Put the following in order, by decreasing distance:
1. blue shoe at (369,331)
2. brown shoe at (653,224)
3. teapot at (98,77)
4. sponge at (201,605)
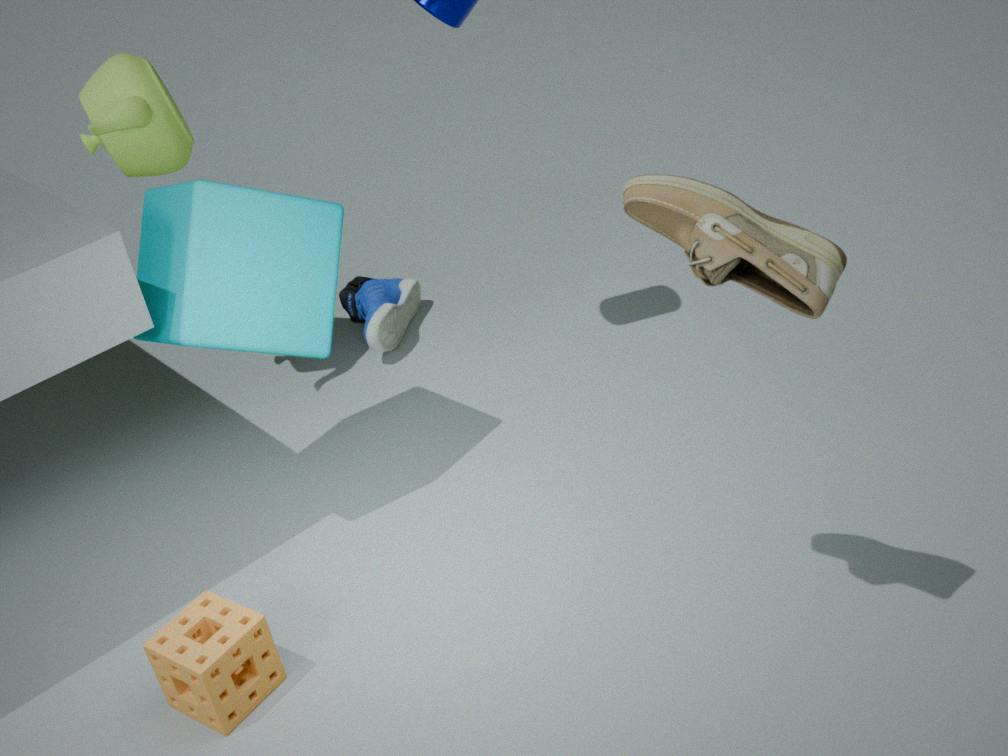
blue shoe at (369,331) < teapot at (98,77) < sponge at (201,605) < brown shoe at (653,224)
